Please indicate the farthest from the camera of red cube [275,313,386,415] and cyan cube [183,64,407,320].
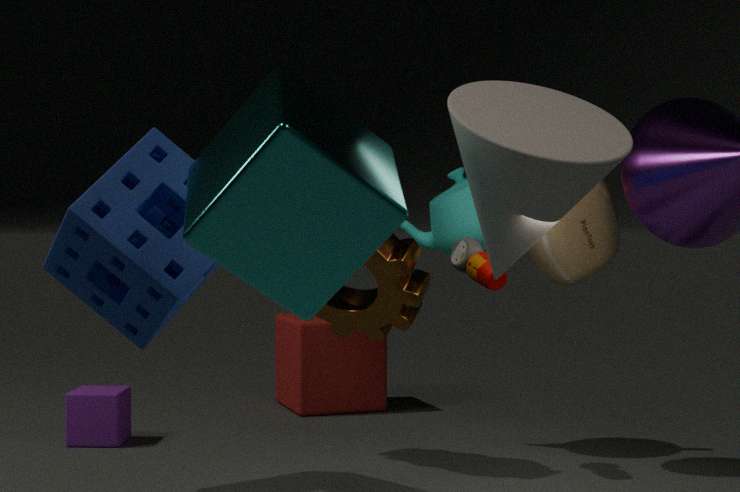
red cube [275,313,386,415]
